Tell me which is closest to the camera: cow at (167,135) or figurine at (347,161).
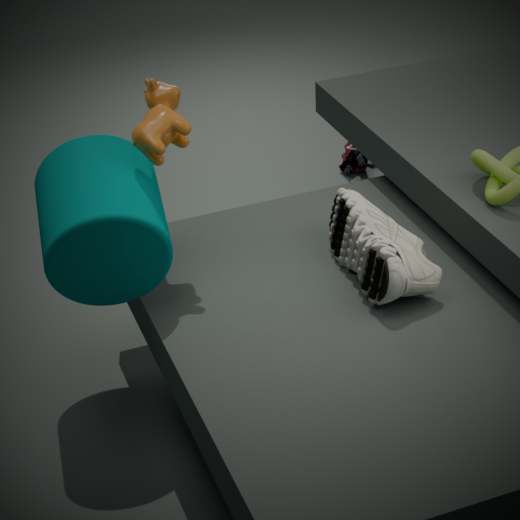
cow at (167,135)
